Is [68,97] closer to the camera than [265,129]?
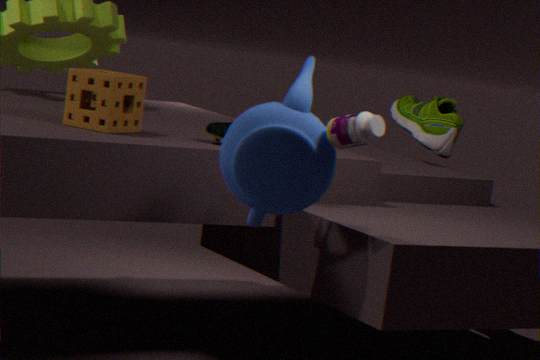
No
